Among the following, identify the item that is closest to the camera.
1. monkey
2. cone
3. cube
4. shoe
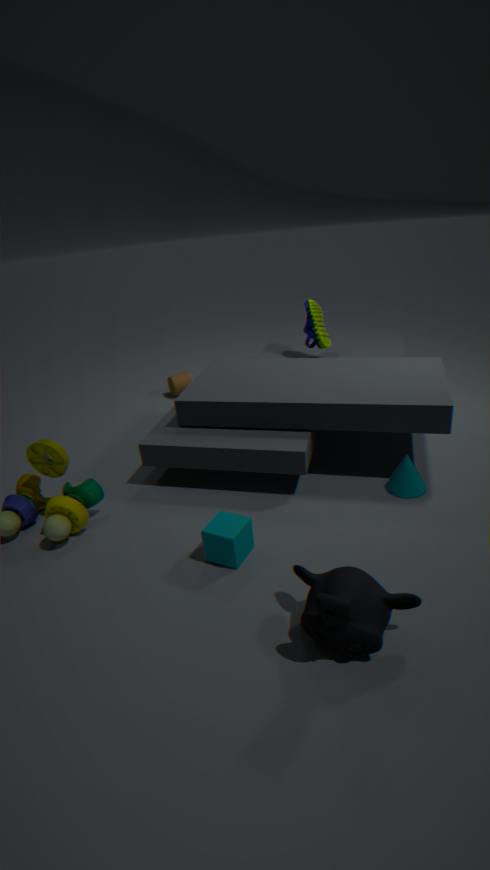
monkey
